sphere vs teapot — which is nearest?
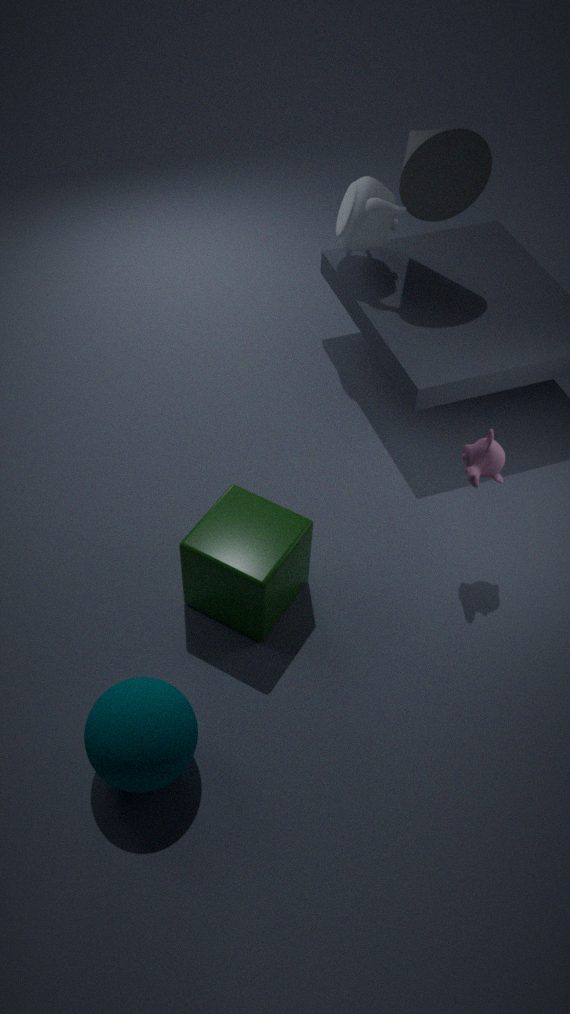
sphere
